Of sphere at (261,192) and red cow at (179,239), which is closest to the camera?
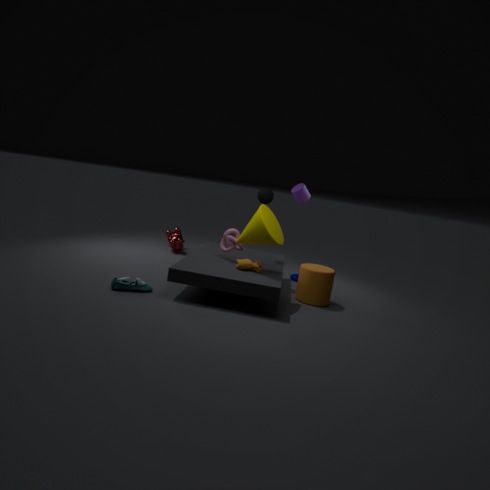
sphere at (261,192)
